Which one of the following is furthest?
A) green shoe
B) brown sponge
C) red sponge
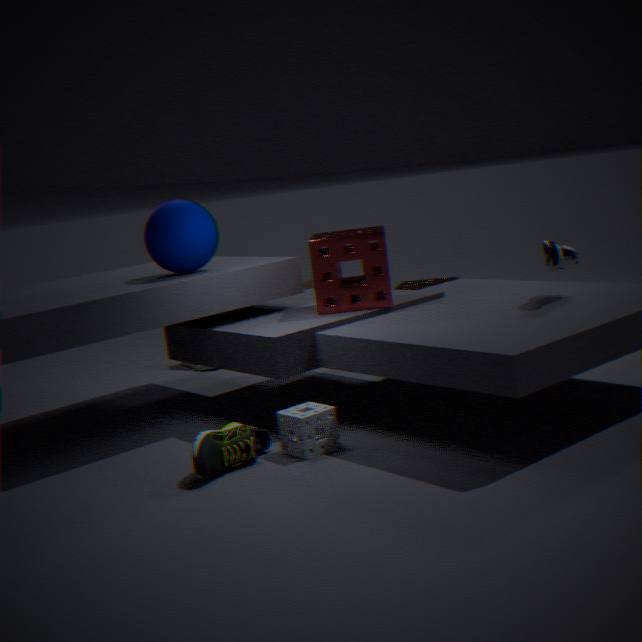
brown sponge
